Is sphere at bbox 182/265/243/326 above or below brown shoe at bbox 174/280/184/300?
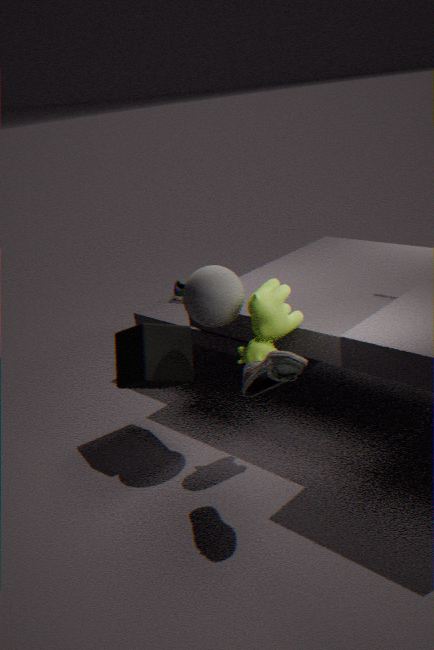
above
